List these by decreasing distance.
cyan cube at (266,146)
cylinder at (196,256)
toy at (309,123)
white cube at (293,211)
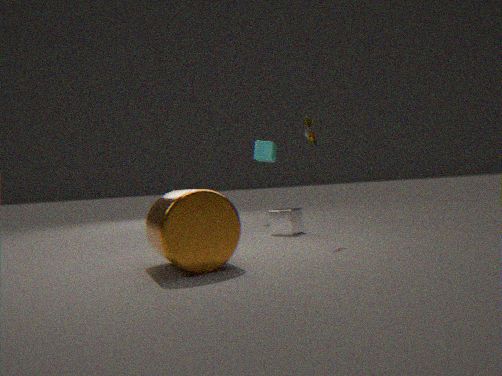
cyan cube at (266,146) < white cube at (293,211) < toy at (309,123) < cylinder at (196,256)
